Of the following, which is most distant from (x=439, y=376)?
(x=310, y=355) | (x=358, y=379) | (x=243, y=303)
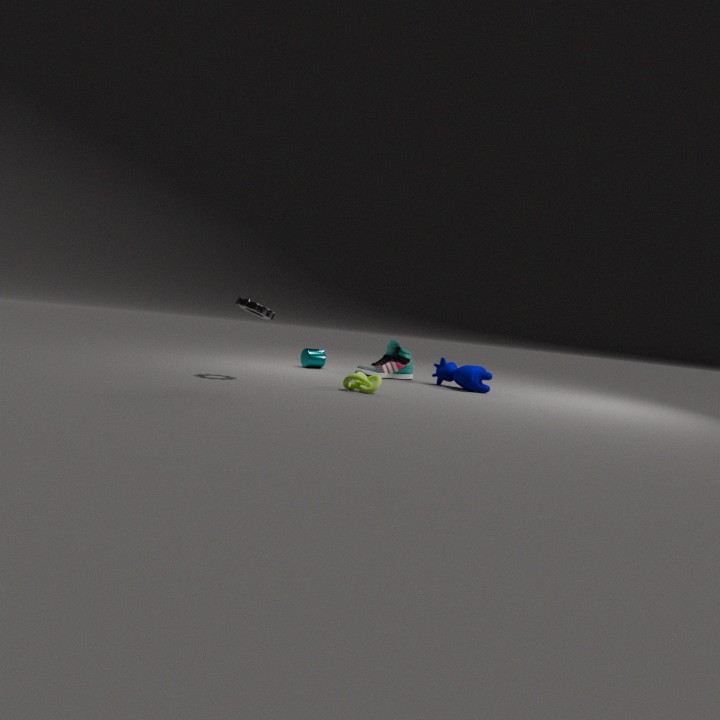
(x=243, y=303)
